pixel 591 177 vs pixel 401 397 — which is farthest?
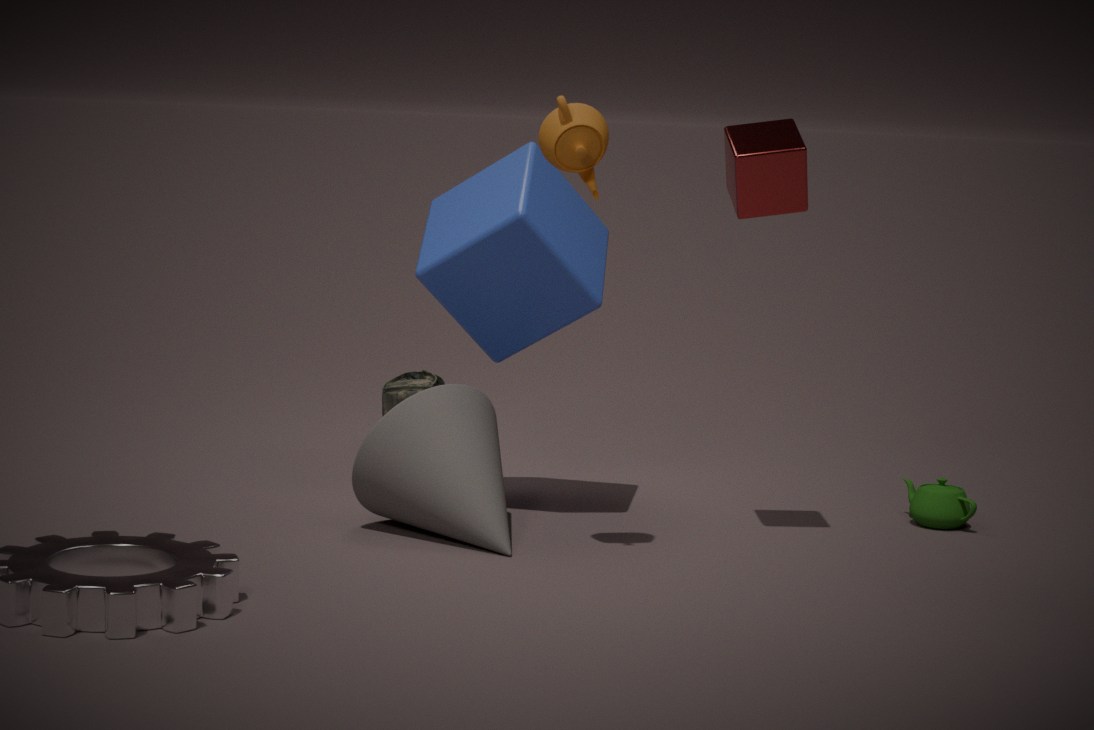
pixel 401 397
